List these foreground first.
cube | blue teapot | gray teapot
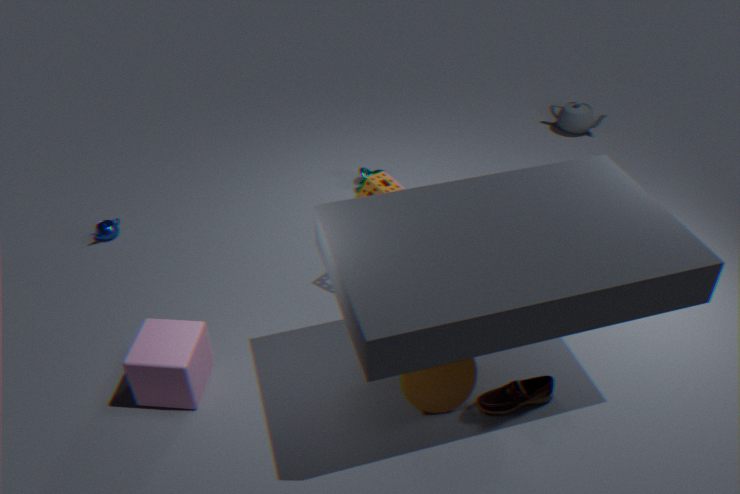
cube < blue teapot < gray teapot
